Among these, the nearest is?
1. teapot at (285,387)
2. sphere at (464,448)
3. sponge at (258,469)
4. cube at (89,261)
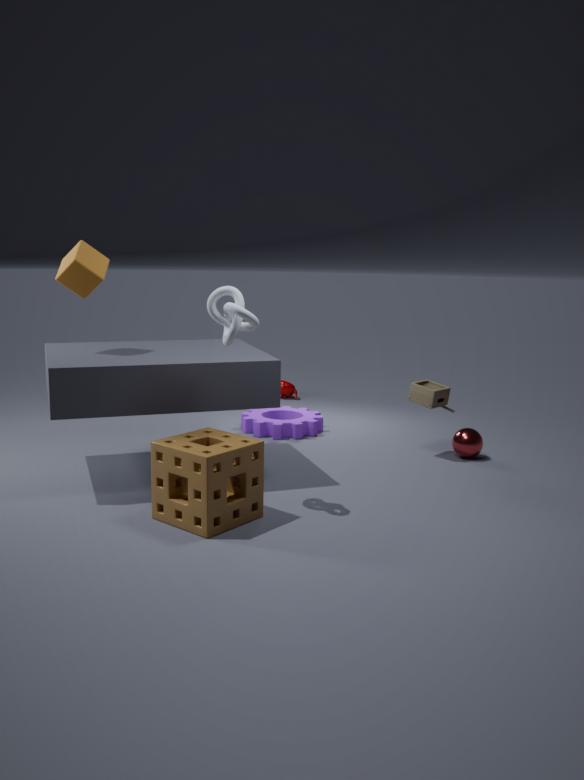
sponge at (258,469)
